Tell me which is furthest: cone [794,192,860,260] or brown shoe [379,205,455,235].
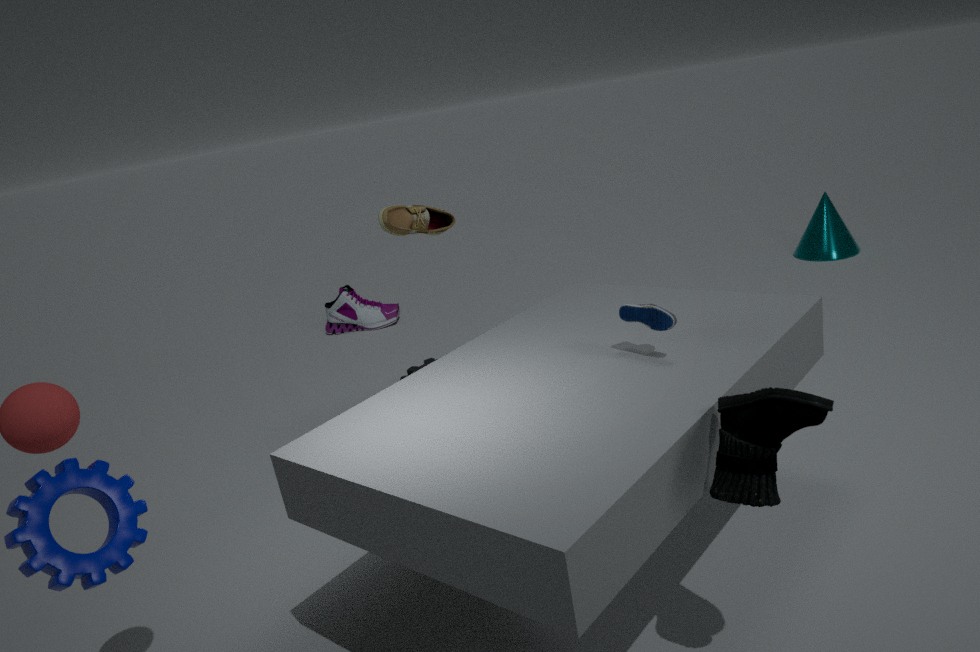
cone [794,192,860,260]
